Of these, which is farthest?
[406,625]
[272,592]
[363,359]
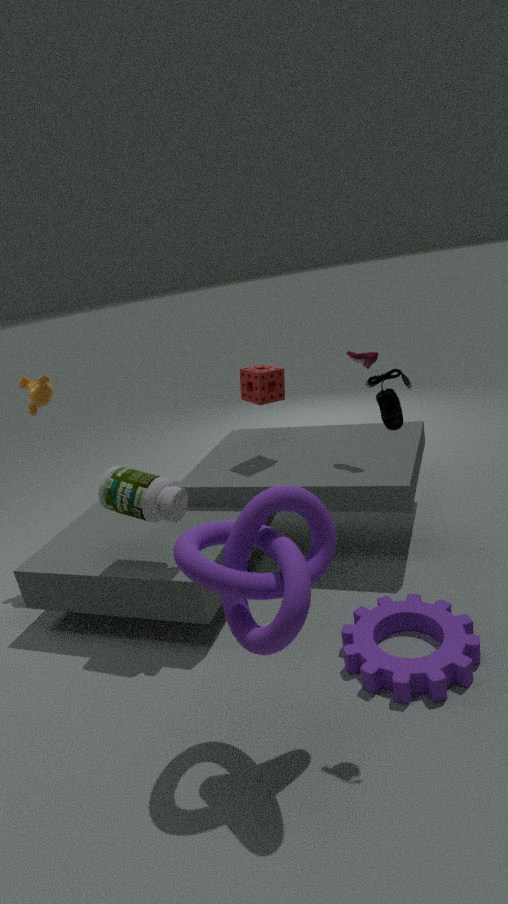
[363,359]
